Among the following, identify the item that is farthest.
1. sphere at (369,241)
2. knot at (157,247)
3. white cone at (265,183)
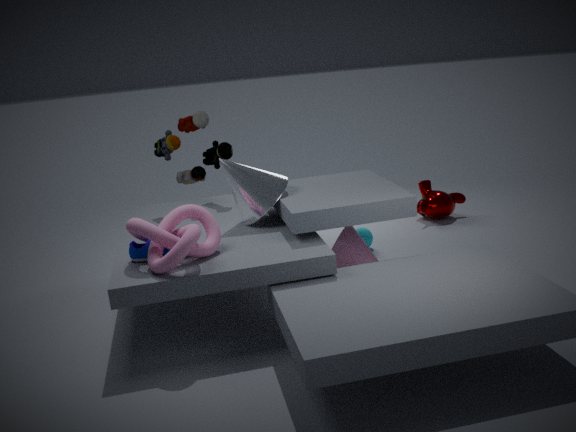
sphere at (369,241)
